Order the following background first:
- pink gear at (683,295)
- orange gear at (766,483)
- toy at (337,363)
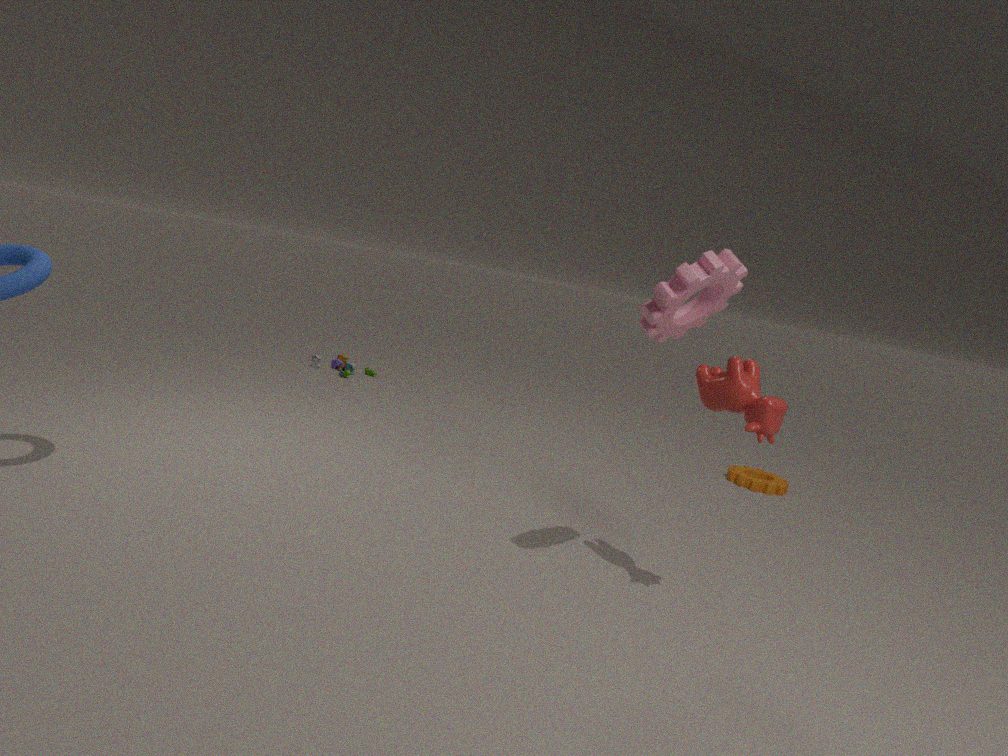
toy at (337,363), orange gear at (766,483), pink gear at (683,295)
